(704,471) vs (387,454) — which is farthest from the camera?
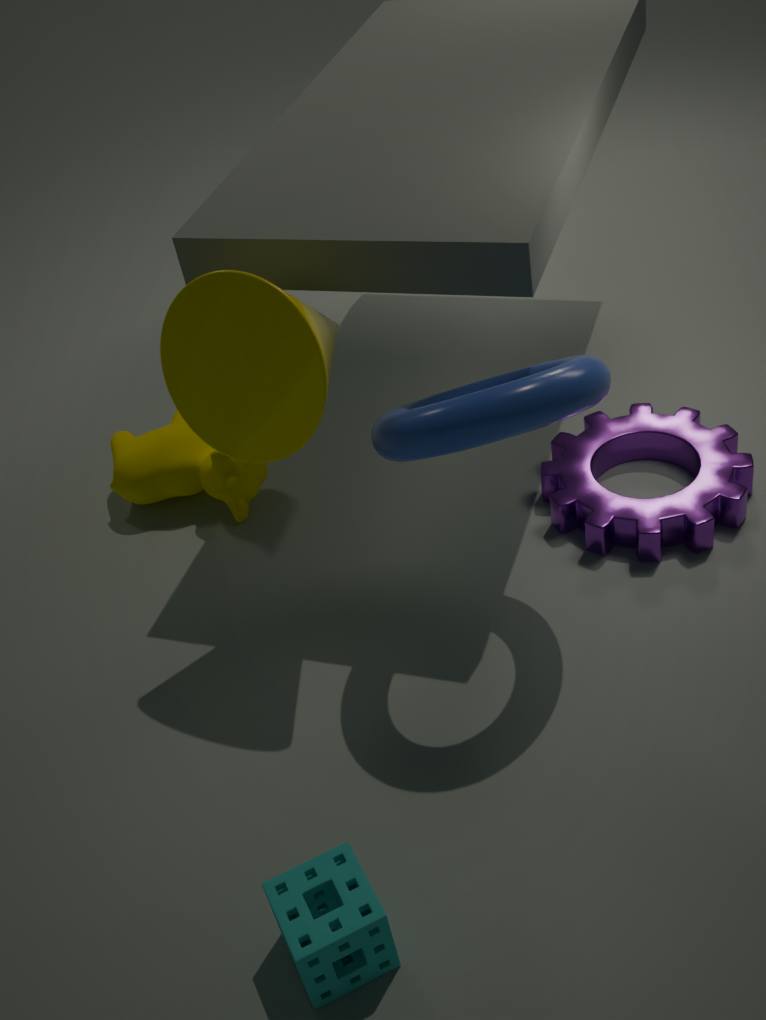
(704,471)
